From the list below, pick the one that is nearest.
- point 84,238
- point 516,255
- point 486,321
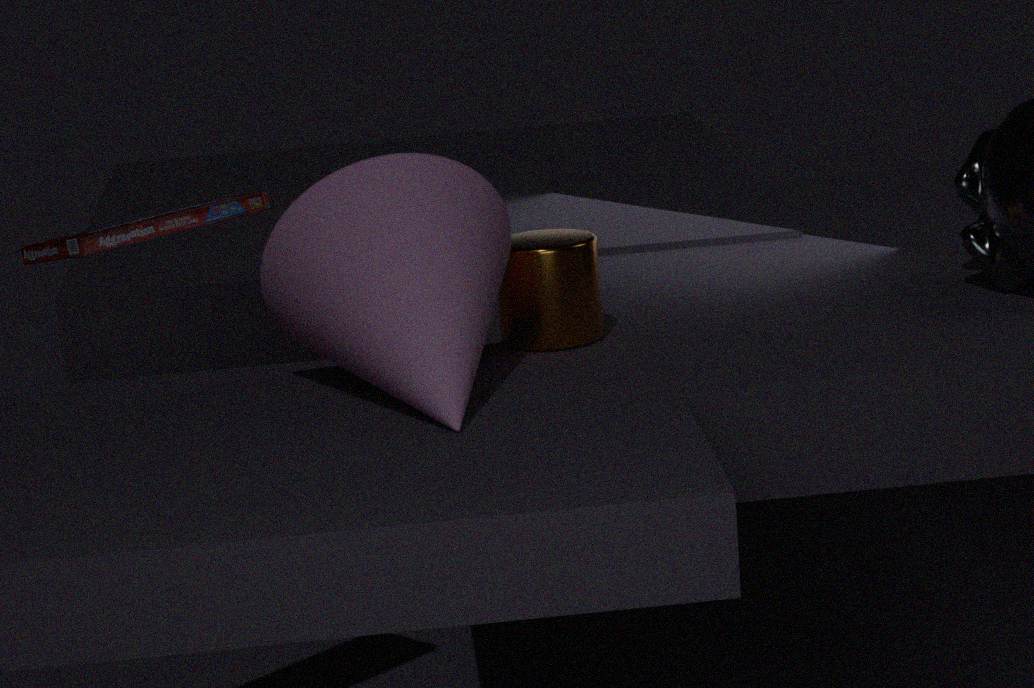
point 486,321
